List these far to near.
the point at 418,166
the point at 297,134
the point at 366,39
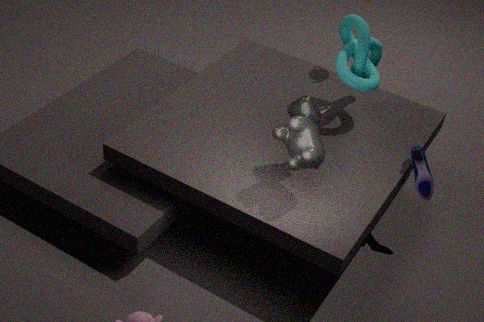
1. the point at 366,39
2. the point at 418,166
3. the point at 297,134
